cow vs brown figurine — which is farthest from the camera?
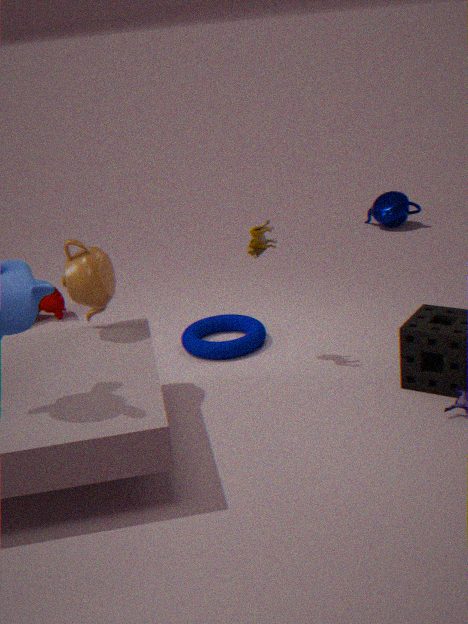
cow
